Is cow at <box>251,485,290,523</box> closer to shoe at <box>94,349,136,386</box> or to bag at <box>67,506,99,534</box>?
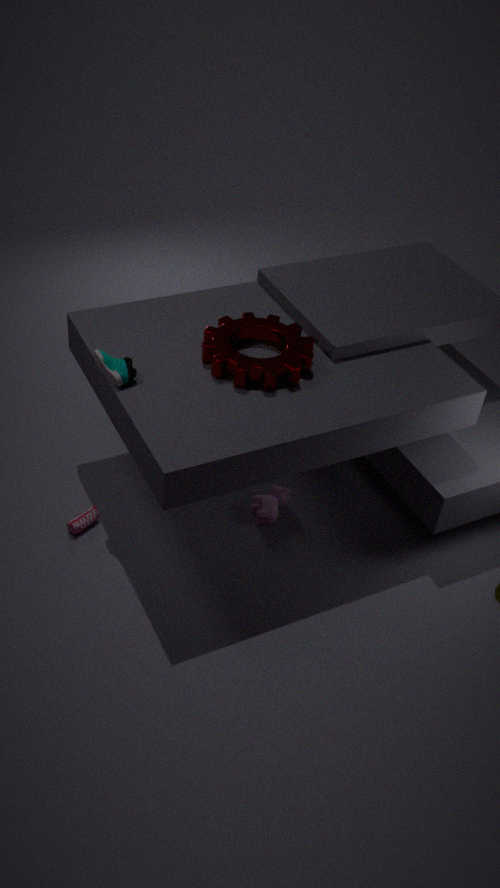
bag at <box>67,506,99,534</box>
